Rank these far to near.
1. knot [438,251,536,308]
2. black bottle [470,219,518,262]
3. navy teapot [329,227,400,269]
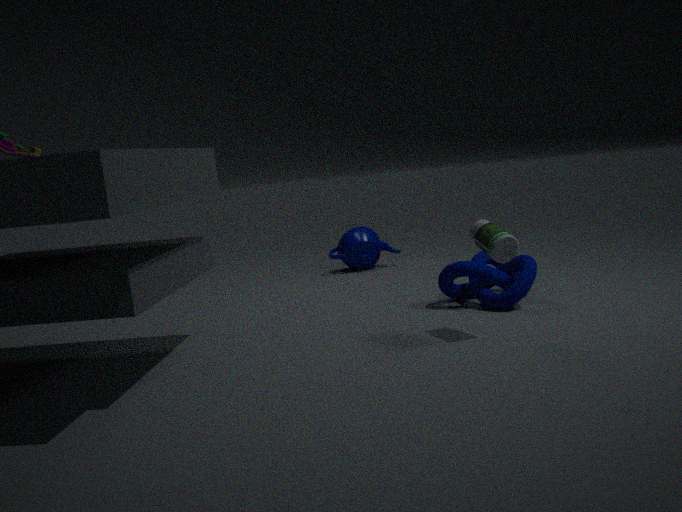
navy teapot [329,227,400,269] < knot [438,251,536,308] < black bottle [470,219,518,262]
